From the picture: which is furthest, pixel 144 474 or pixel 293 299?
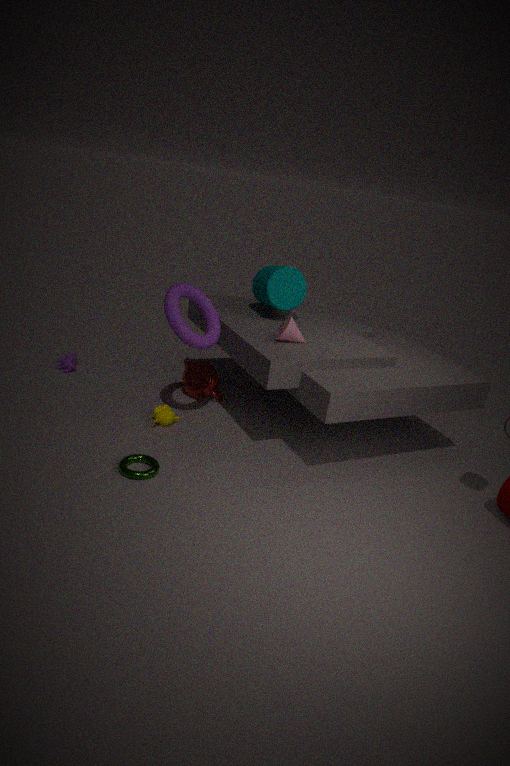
pixel 293 299
